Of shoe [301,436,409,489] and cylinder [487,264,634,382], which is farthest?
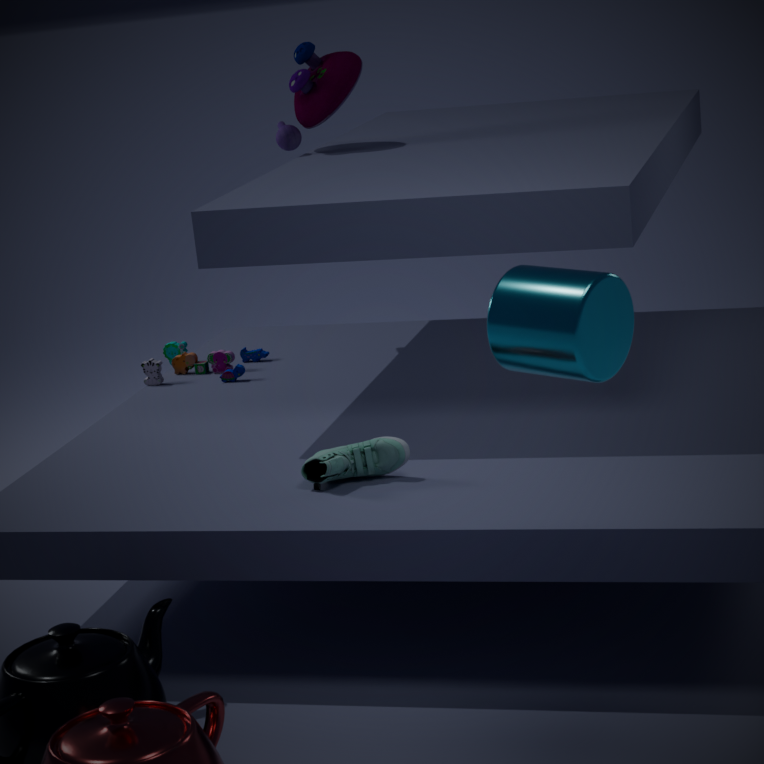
shoe [301,436,409,489]
